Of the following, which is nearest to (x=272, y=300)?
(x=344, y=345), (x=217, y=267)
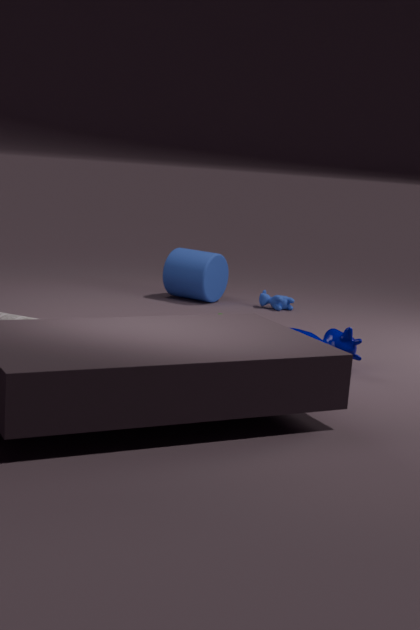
(x=217, y=267)
